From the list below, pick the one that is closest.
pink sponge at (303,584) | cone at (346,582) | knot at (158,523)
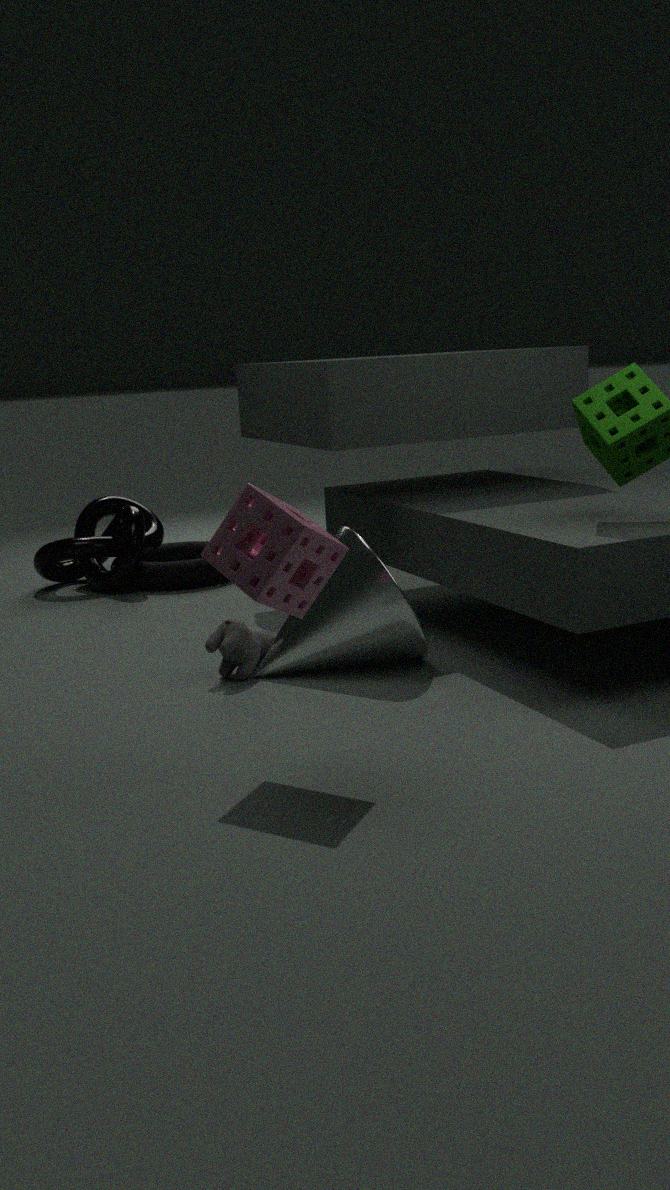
pink sponge at (303,584)
